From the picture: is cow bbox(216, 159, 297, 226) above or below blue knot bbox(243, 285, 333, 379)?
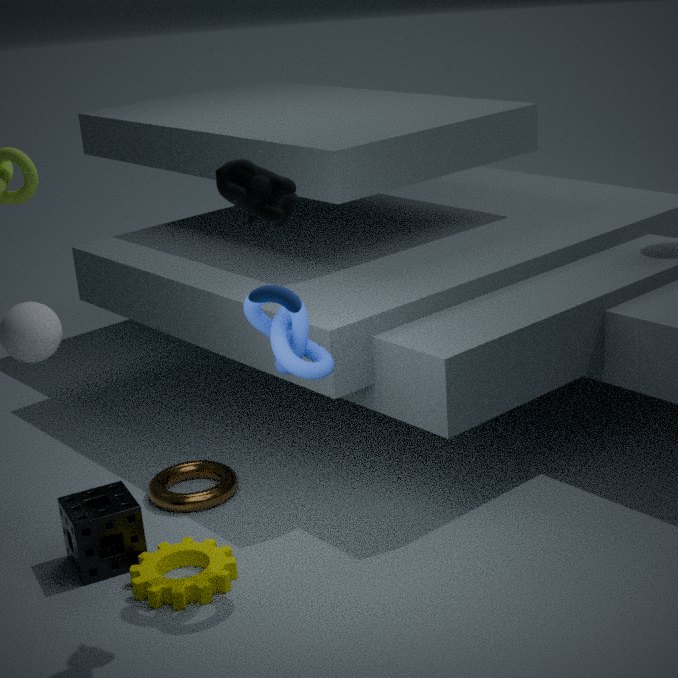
above
